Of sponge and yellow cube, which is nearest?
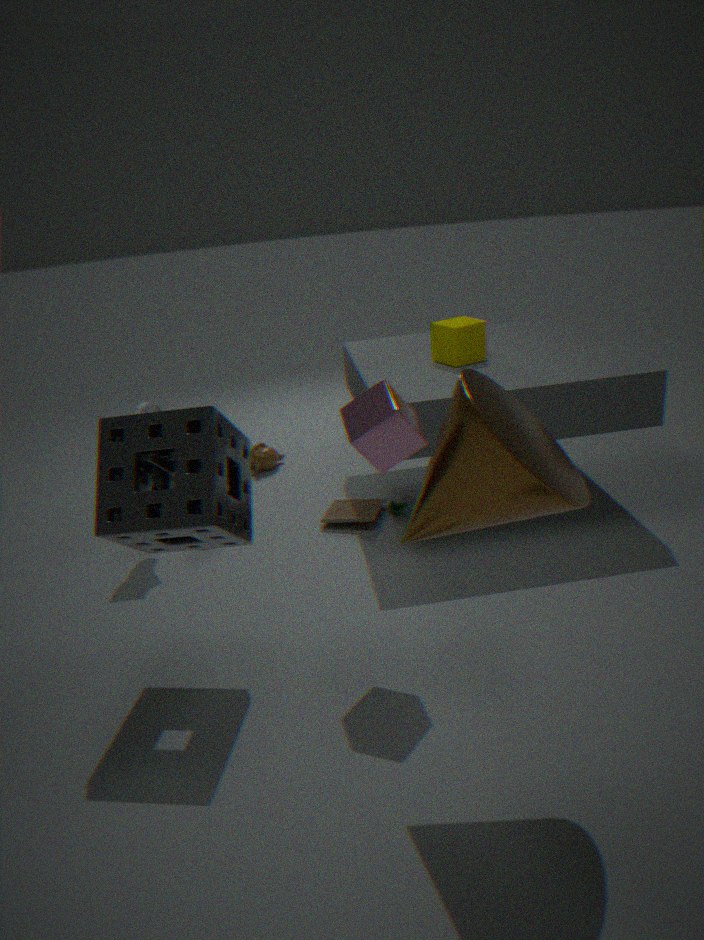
sponge
